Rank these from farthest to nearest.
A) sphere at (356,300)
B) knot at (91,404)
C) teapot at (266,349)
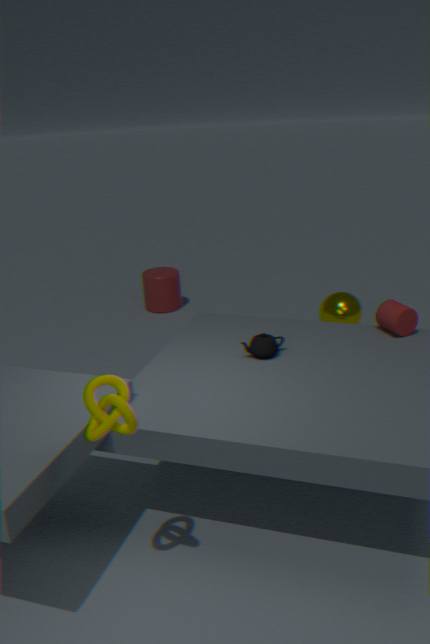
sphere at (356,300) < teapot at (266,349) < knot at (91,404)
